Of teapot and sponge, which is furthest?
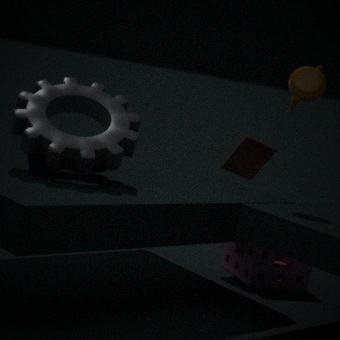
sponge
